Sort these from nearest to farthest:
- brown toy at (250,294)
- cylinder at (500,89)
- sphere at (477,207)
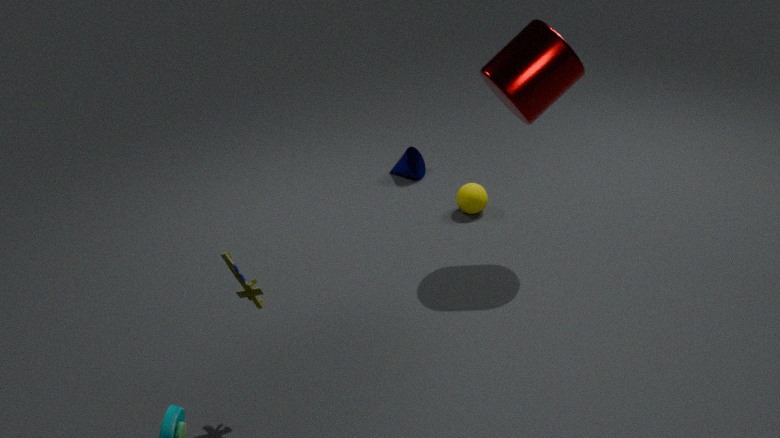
brown toy at (250,294) < cylinder at (500,89) < sphere at (477,207)
